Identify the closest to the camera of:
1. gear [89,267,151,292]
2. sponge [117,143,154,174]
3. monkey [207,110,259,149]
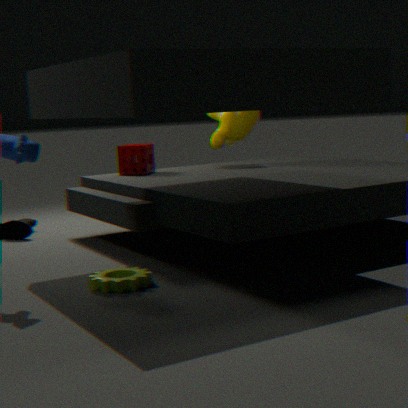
gear [89,267,151,292]
